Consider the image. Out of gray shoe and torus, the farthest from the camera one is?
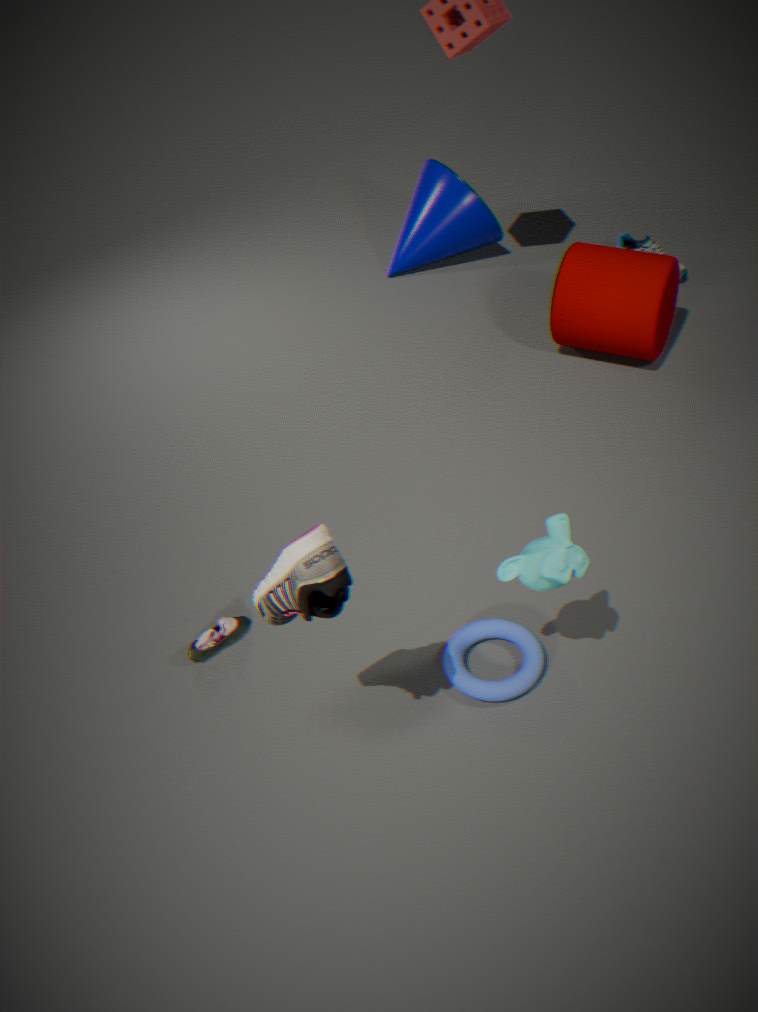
torus
